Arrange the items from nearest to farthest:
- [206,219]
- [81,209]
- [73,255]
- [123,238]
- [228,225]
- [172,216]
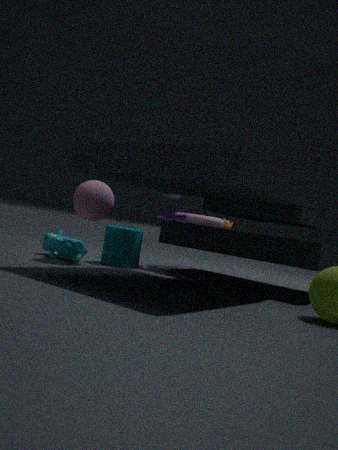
[81,209] → [73,255] → [123,238] → [172,216] → [206,219] → [228,225]
